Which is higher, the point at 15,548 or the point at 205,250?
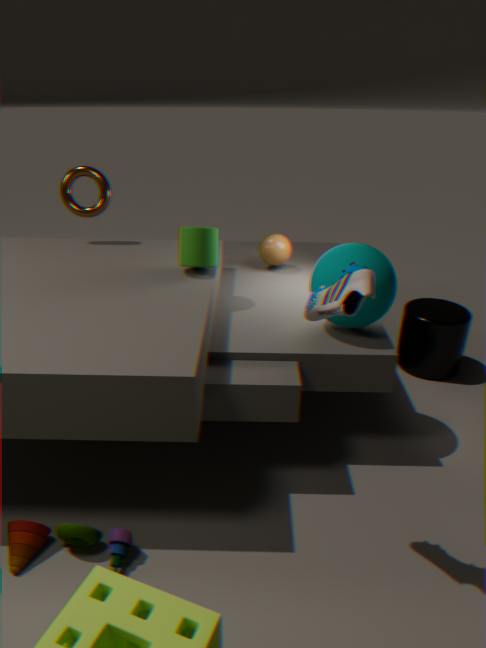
the point at 205,250
